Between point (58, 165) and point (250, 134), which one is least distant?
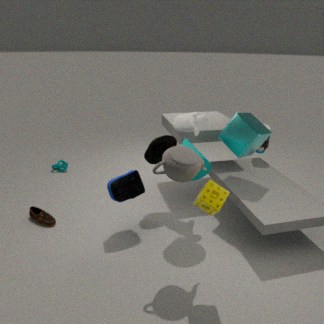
point (250, 134)
